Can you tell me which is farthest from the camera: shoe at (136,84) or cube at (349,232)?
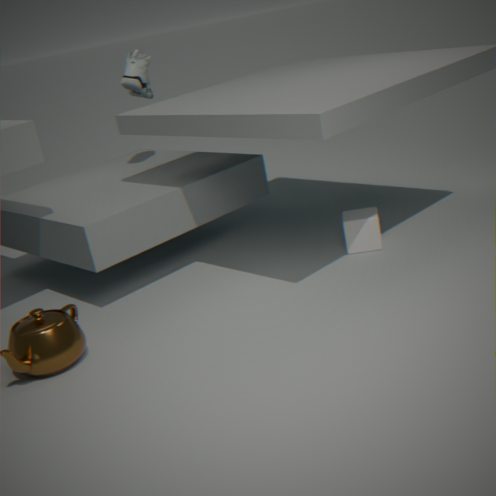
shoe at (136,84)
